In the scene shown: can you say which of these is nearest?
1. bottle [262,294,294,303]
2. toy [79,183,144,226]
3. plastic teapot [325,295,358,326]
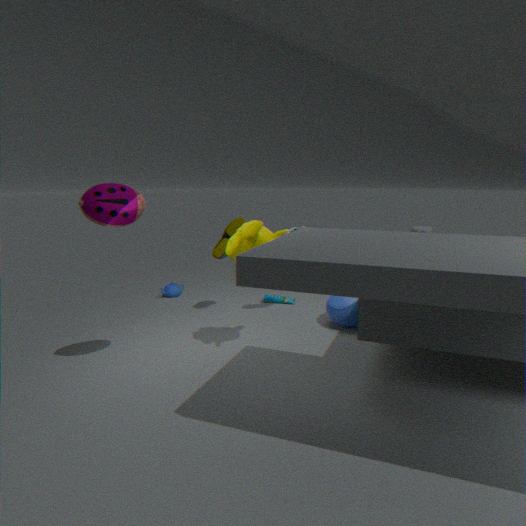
toy [79,183,144,226]
